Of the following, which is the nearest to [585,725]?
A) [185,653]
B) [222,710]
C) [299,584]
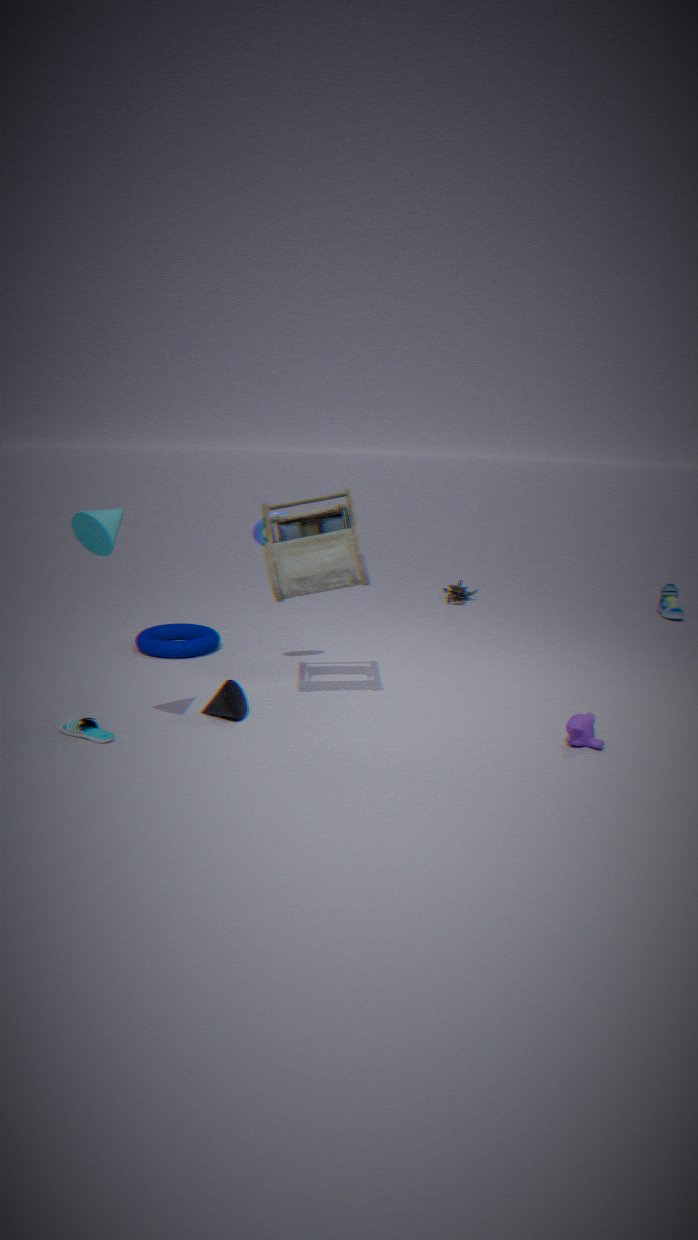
[299,584]
